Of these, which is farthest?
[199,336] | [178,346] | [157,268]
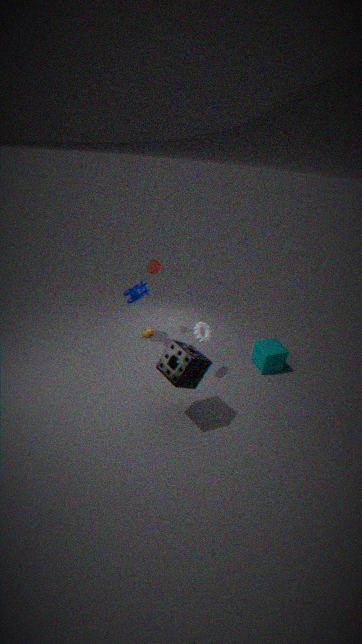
[157,268]
